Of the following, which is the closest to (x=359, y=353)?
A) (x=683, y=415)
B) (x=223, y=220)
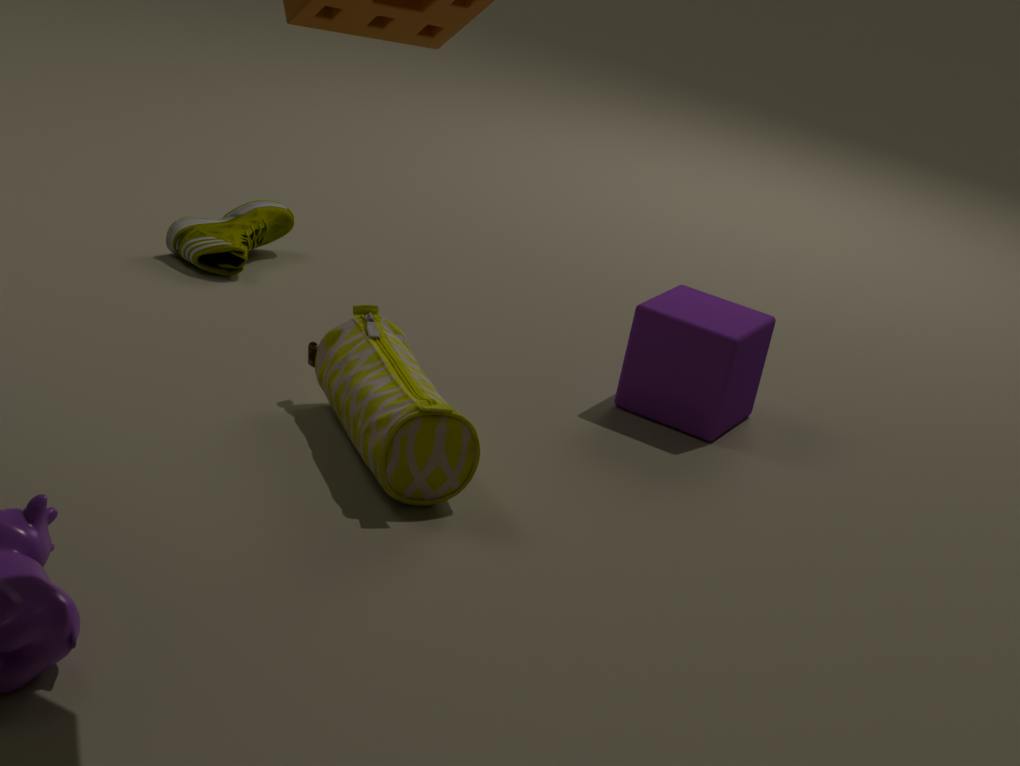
(x=683, y=415)
